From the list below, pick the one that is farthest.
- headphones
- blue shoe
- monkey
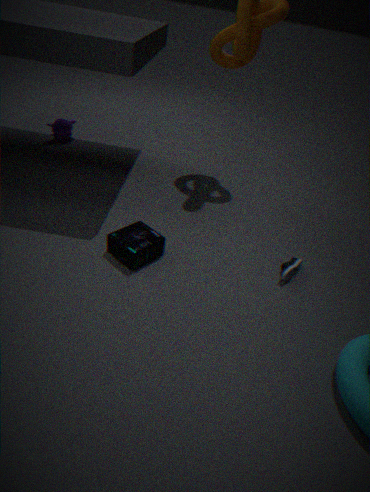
monkey
